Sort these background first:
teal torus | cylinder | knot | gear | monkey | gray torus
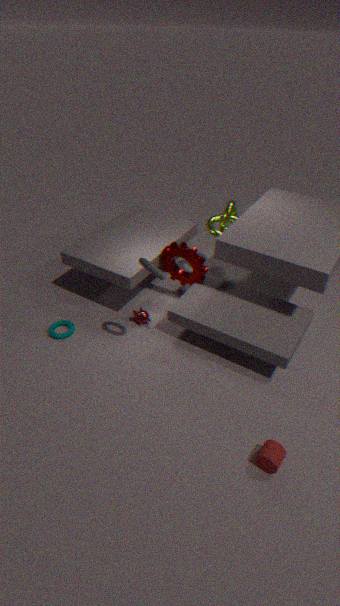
knot, monkey, gear, teal torus, gray torus, cylinder
